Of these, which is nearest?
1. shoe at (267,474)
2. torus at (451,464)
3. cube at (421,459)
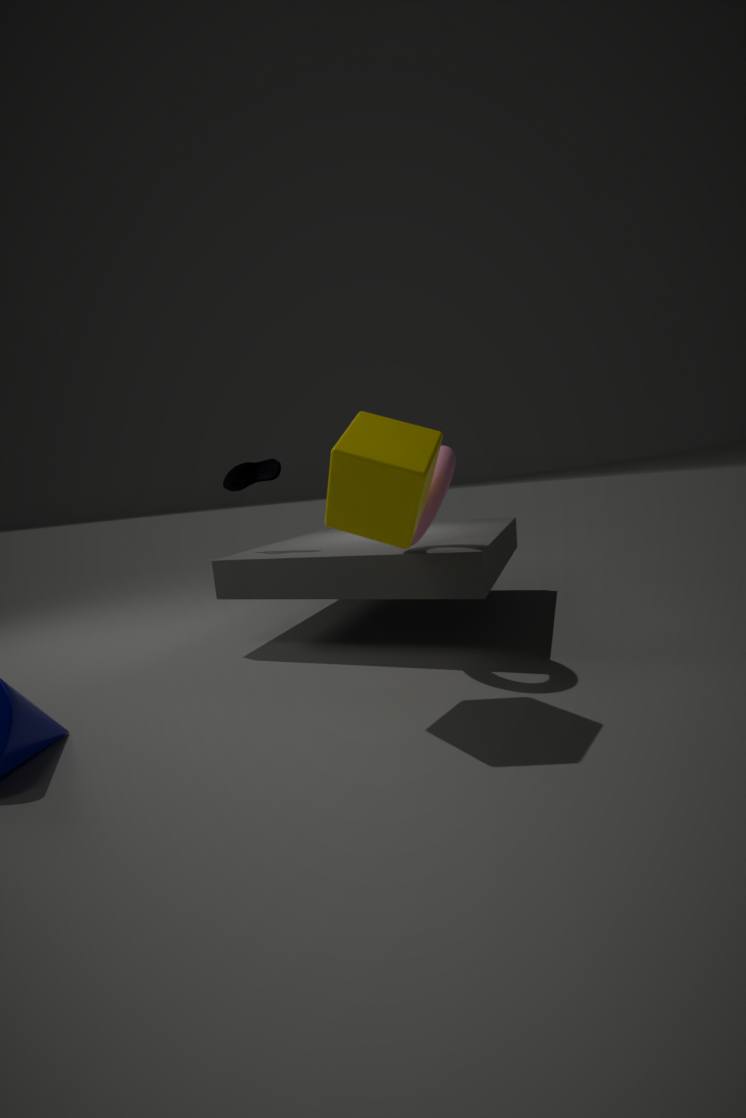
cube at (421,459)
